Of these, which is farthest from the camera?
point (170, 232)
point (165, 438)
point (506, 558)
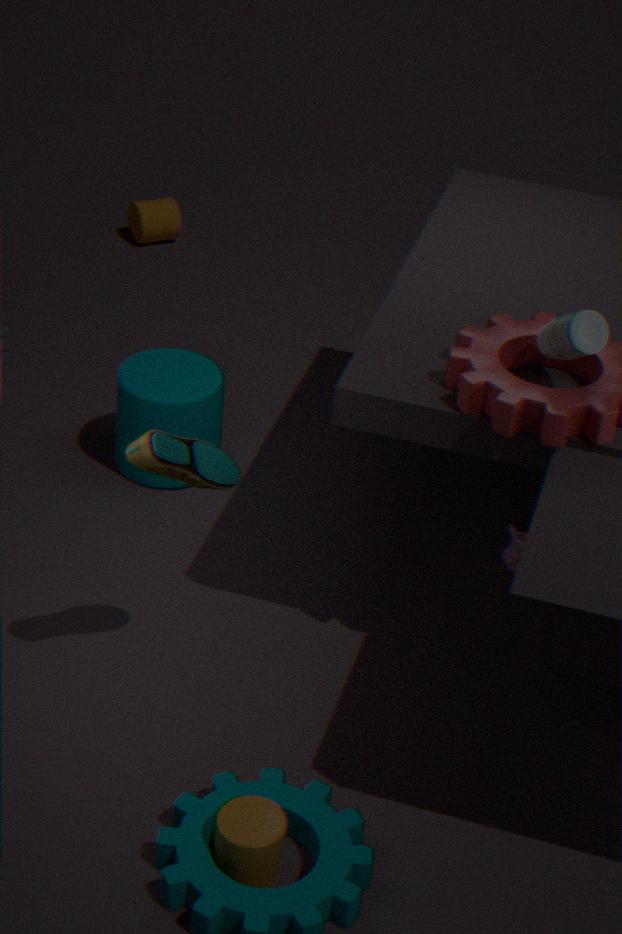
point (170, 232)
